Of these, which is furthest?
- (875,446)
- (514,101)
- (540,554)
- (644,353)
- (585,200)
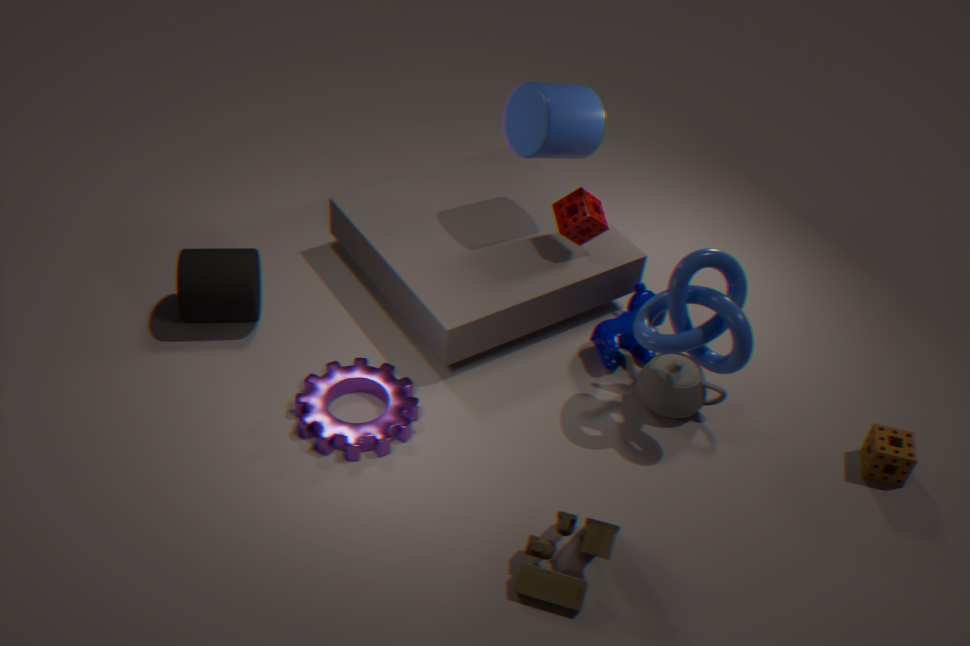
(644,353)
